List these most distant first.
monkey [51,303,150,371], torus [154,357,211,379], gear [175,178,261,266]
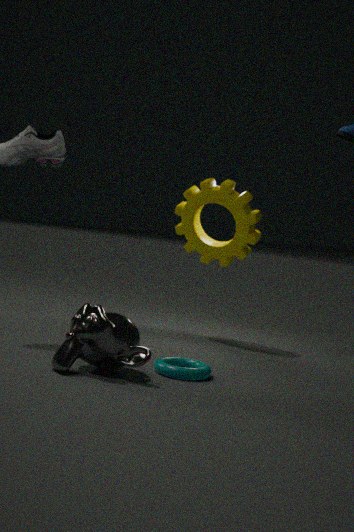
gear [175,178,261,266], torus [154,357,211,379], monkey [51,303,150,371]
